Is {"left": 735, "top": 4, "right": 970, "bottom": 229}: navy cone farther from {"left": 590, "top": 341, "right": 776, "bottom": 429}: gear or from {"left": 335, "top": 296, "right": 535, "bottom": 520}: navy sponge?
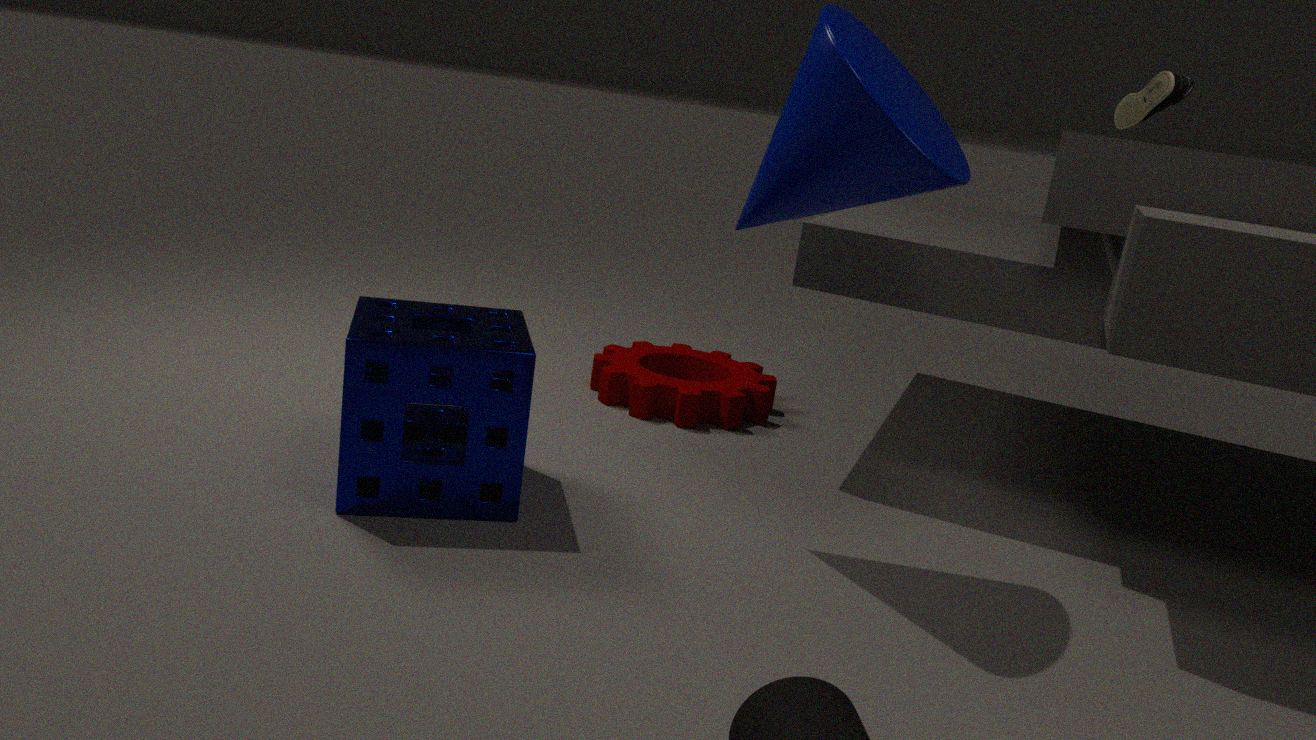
{"left": 590, "top": 341, "right": 776, "bottom": 429}: gear
